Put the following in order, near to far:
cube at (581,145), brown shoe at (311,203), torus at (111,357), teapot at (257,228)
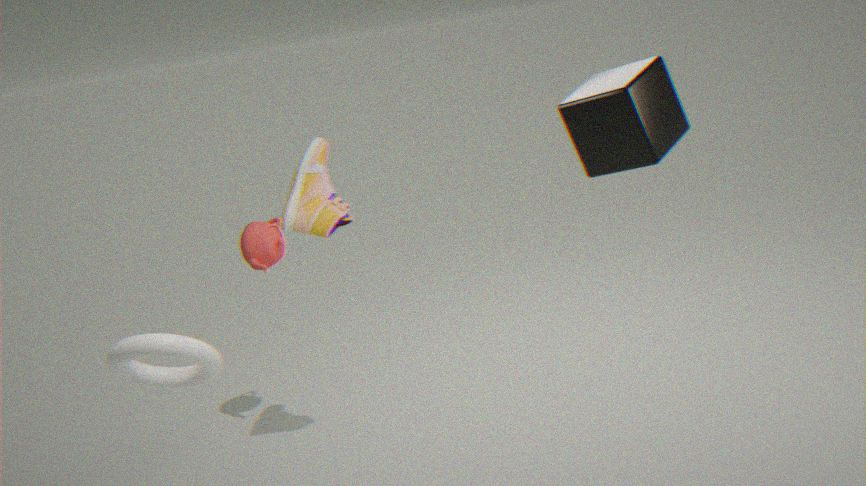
cube at (581,145) → torus at (111,357) → brown shoe at (311,203) → teapot at (257,228)
